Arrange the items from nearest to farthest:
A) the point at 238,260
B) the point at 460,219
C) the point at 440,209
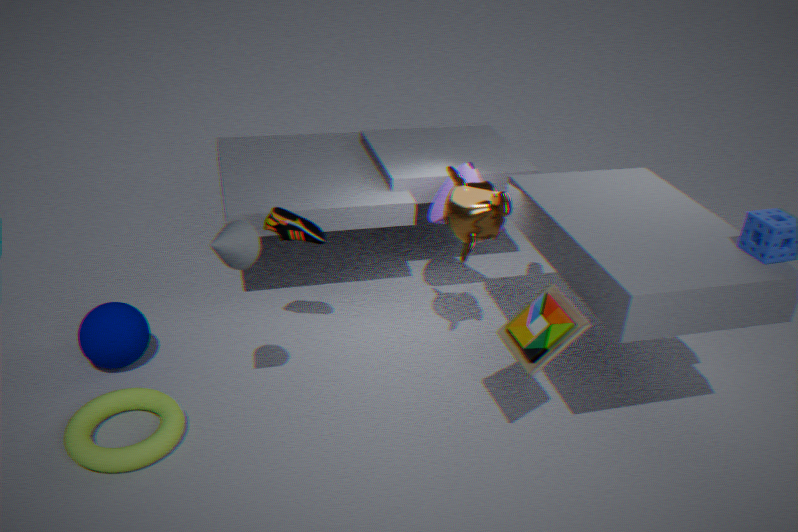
A. the point at 238,260, B. the point at 460,219, C. the point at 440,209
